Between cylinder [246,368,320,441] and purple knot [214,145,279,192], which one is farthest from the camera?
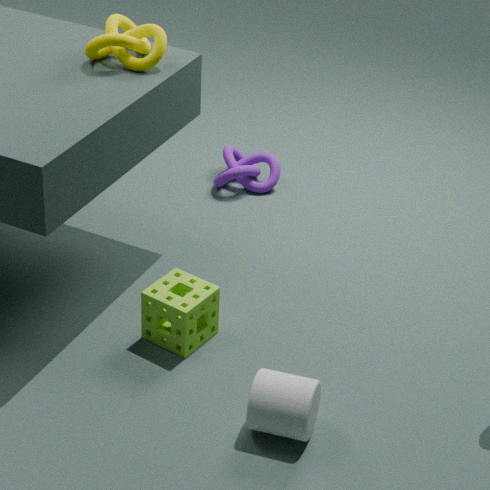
purple knot [214,145,279,192]
